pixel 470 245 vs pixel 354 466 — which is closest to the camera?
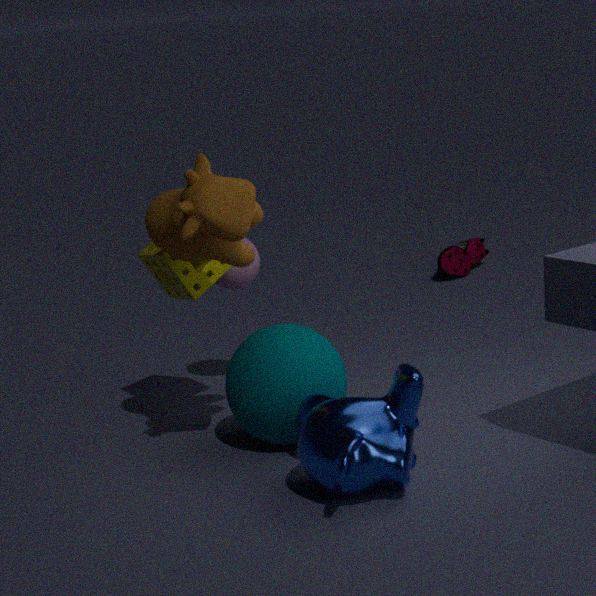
pixel 354 466
